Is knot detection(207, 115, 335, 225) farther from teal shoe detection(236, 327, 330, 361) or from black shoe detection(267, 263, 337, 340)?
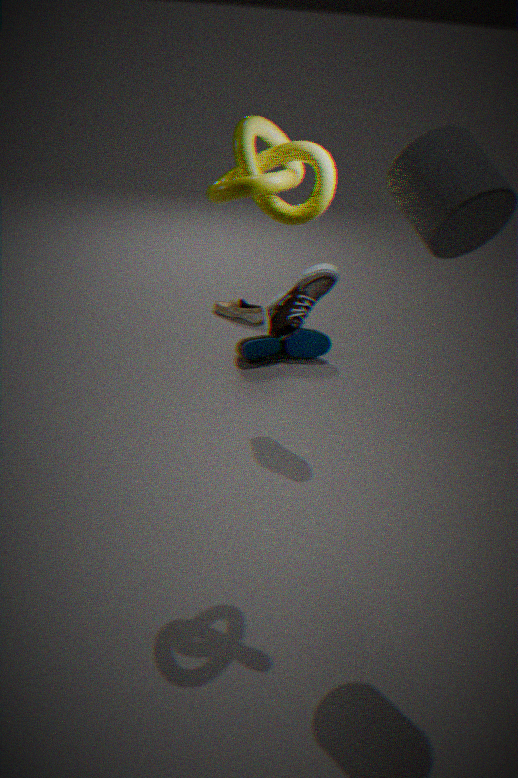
teal shoe detection(236, 327, 330, 361)
